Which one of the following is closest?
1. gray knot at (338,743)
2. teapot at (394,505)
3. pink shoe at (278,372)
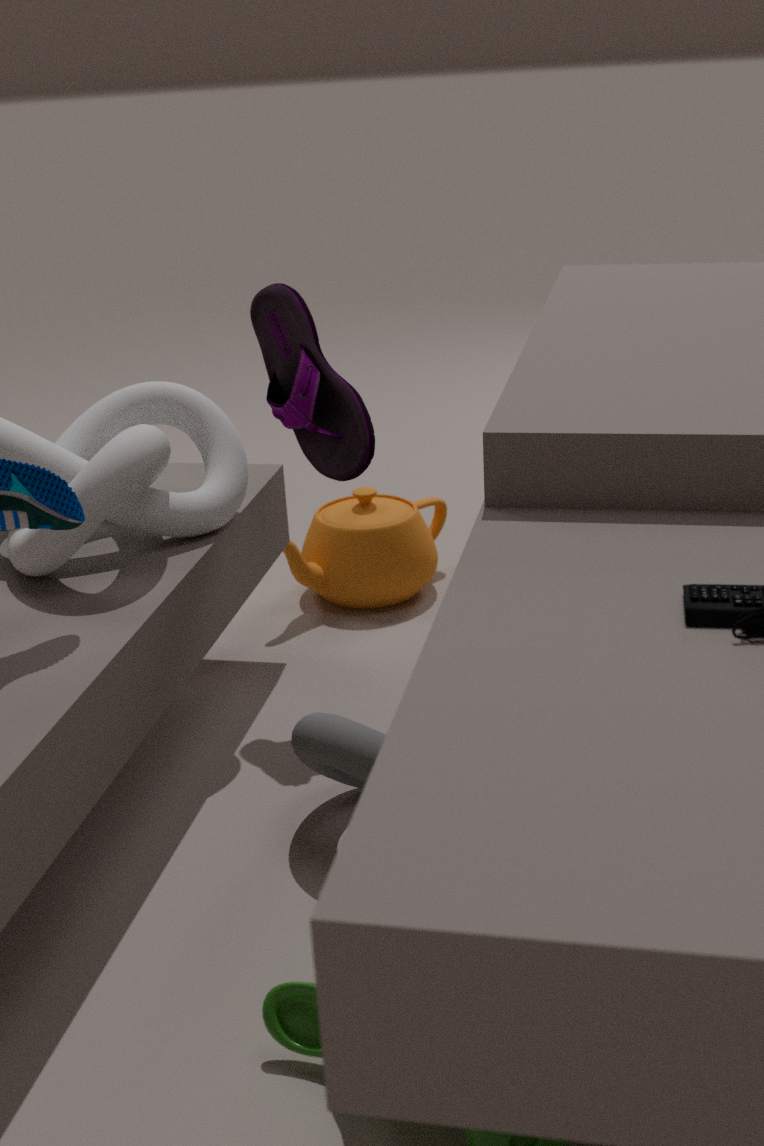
gray knot at (338,743)
